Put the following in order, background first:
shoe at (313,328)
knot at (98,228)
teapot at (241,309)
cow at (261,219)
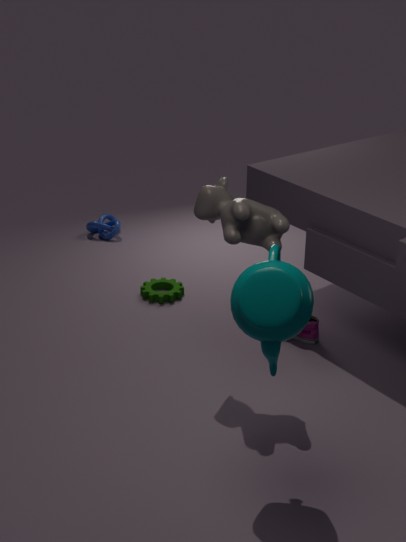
knot at (98,228) < shoe at (313,328) < cow at (261,219) < teapot at (241,309)
